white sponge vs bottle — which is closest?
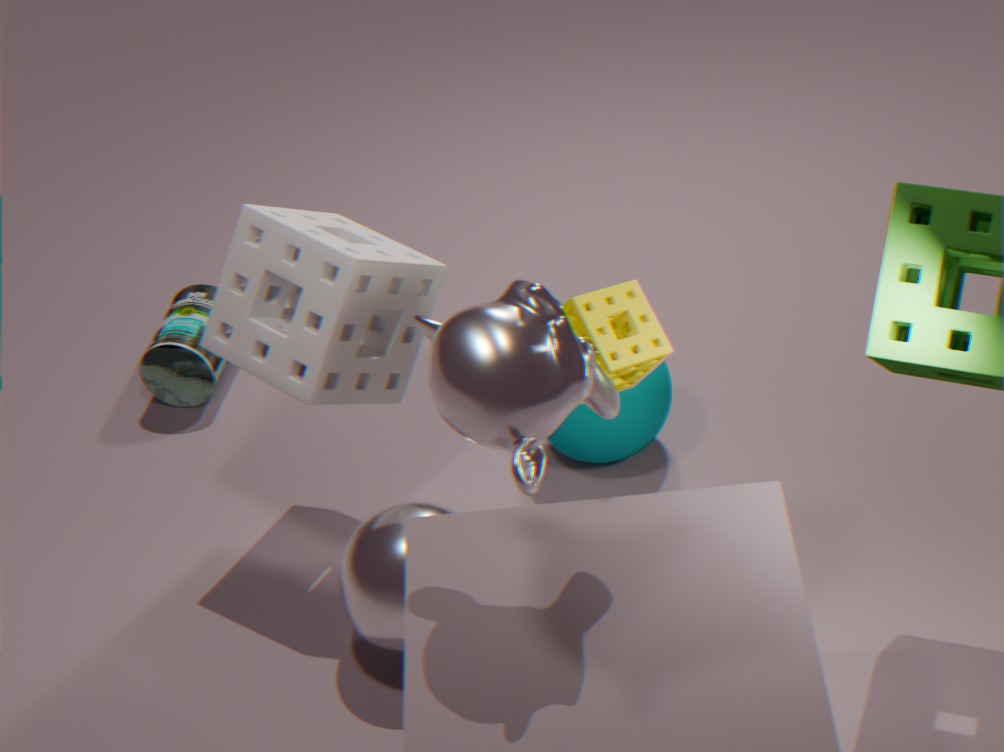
white sponge
